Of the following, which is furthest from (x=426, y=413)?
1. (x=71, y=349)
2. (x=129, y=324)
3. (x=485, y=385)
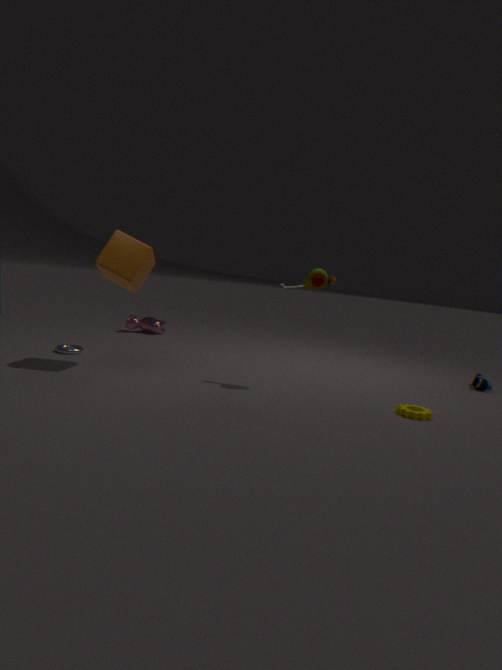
(x=129, y=324)
